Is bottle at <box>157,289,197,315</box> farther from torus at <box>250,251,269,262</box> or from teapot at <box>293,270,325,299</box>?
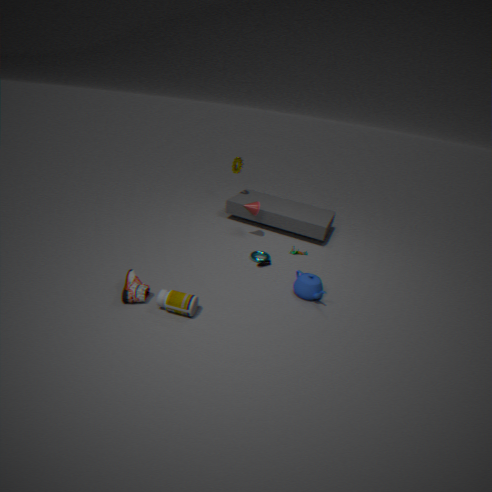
torus at <box>250,251,269,262</box>
